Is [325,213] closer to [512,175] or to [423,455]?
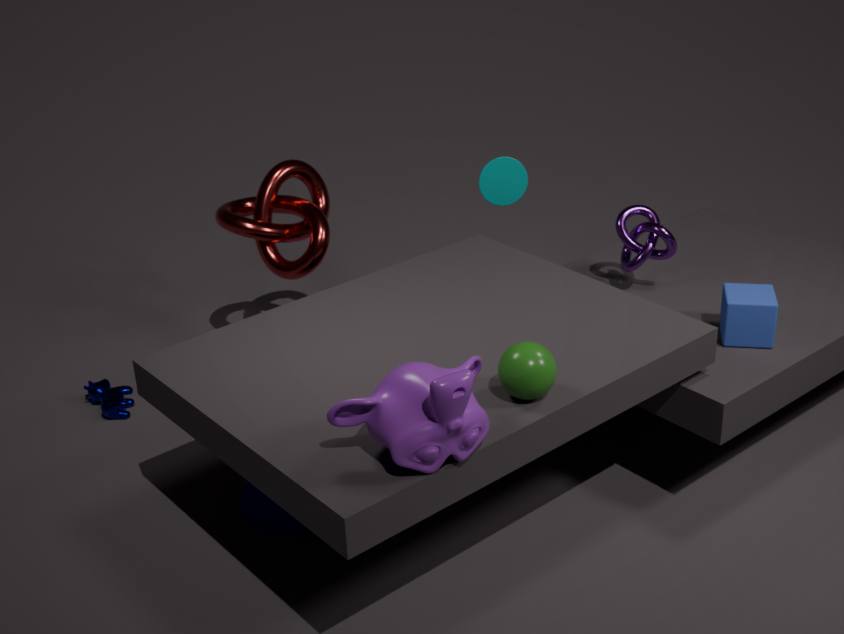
[512,175]
